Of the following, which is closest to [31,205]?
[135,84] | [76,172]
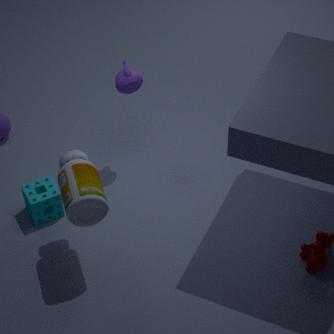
[76,172]
